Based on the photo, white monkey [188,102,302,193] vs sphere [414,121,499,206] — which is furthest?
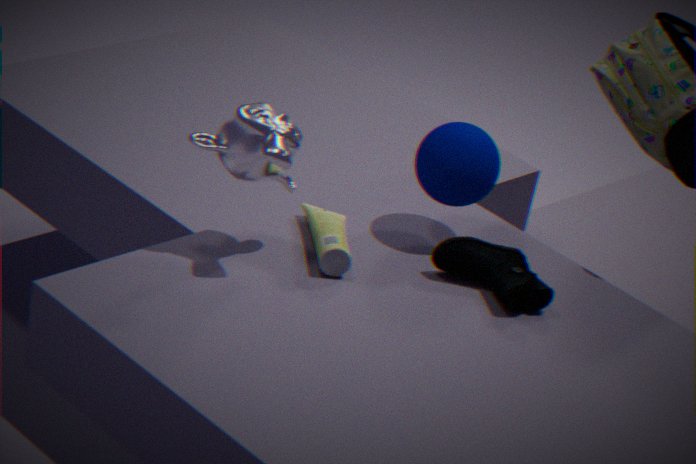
sphere [414,121,499,206]
